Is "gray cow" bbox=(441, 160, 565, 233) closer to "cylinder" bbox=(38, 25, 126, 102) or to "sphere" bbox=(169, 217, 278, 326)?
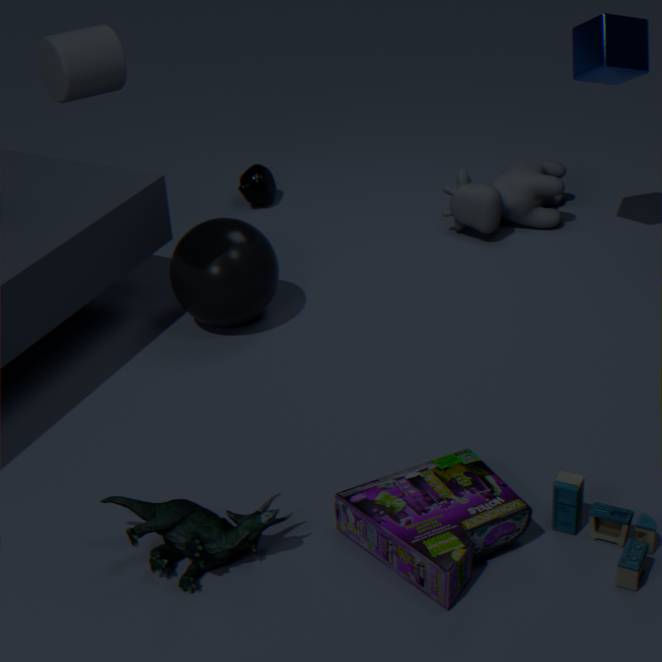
"sphere" bbox=(169, 217, 278, 326)
